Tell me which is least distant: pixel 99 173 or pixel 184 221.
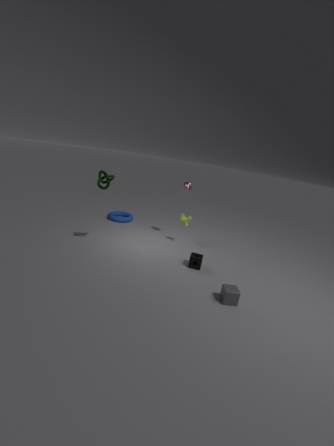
pixel 99 173
